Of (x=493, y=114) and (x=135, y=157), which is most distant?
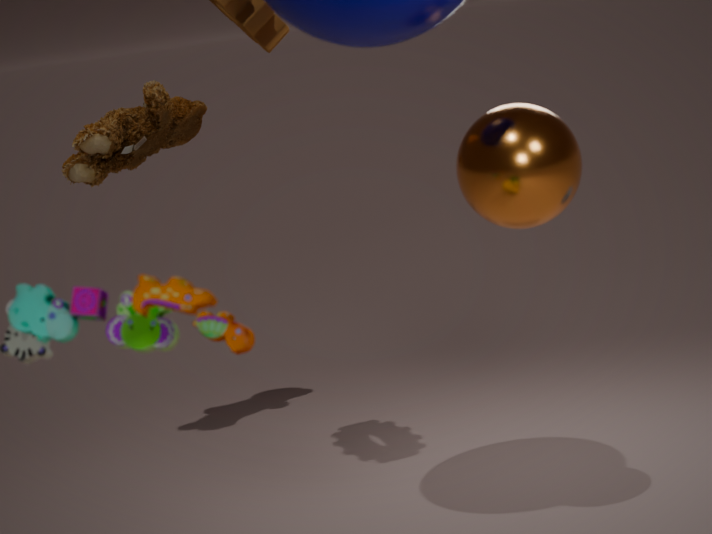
(x=135, y=157)
